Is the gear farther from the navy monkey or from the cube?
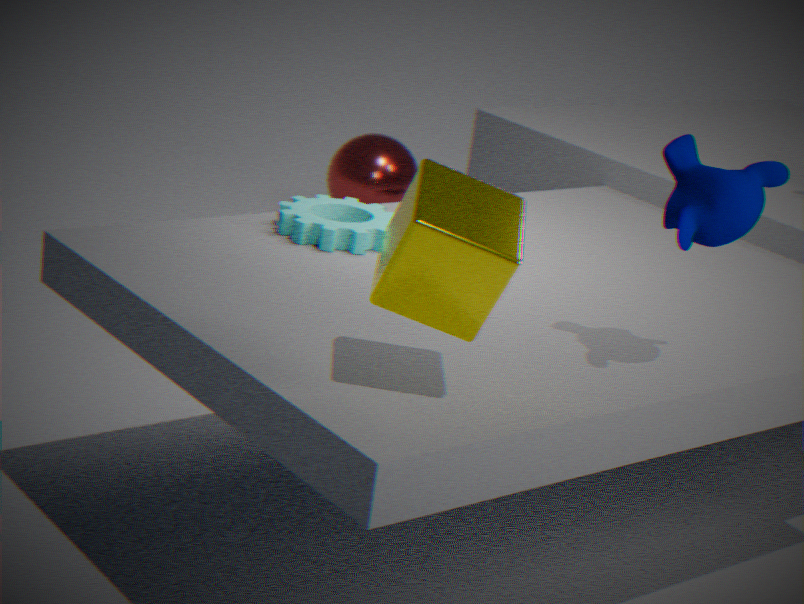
the navy monkey
